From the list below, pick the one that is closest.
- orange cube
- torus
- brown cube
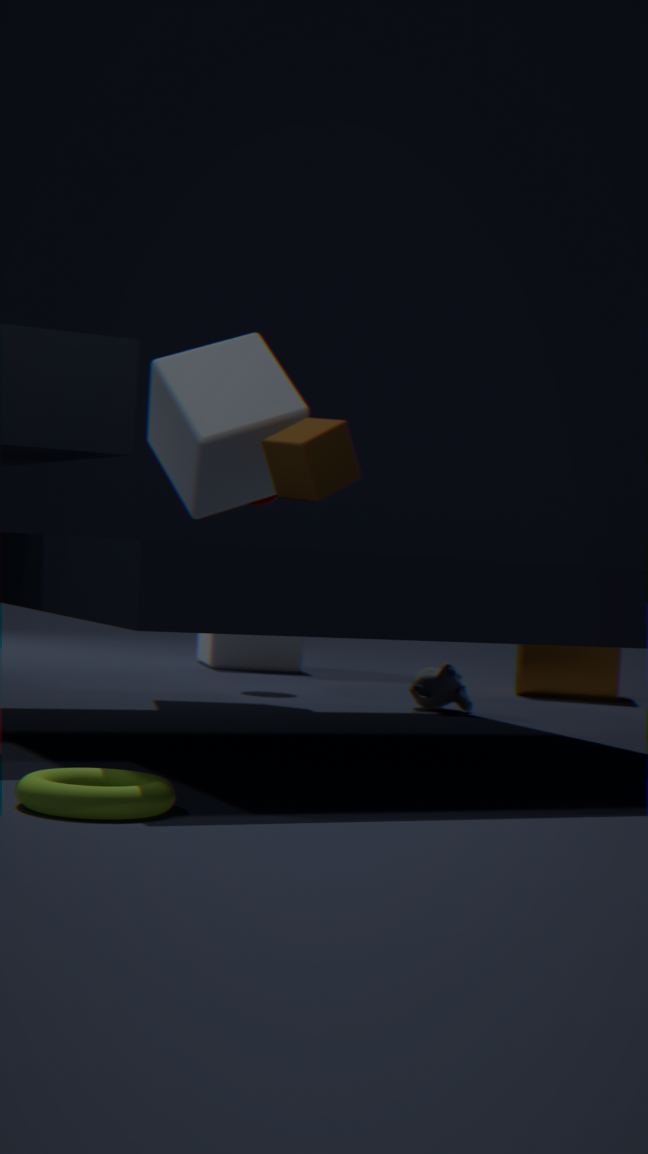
torus
